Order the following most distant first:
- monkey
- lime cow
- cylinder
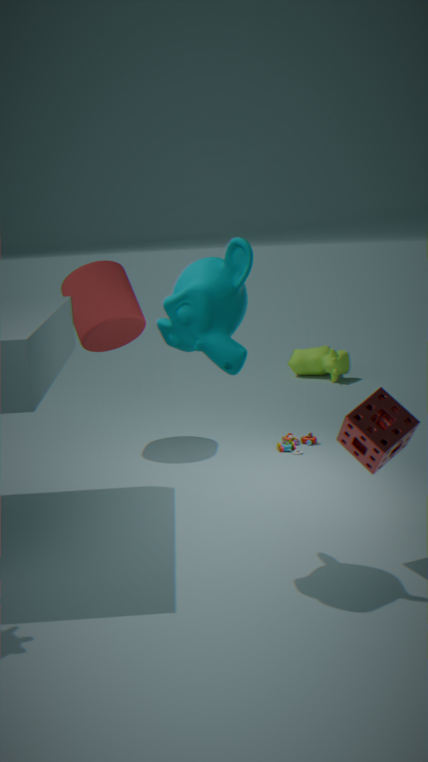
lime cow, cylinder, monkey
